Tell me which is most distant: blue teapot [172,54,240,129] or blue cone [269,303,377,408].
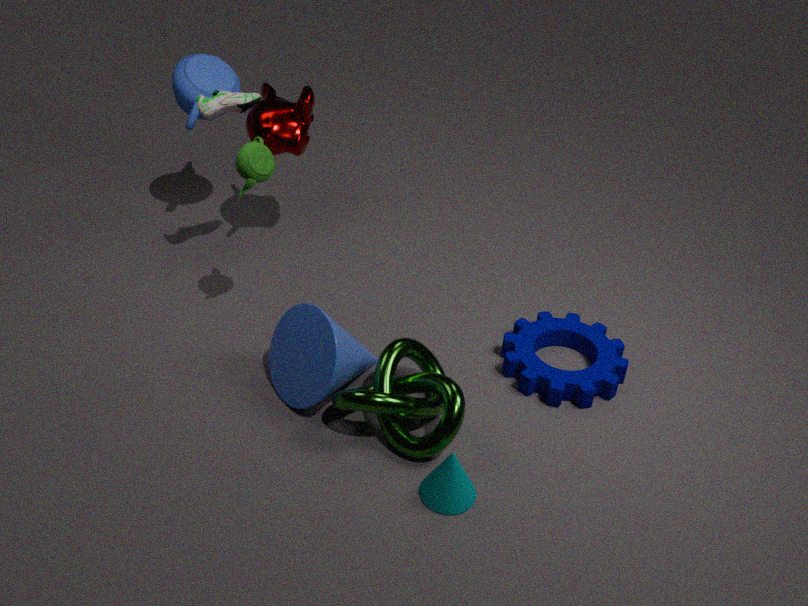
blue teapot [172,54,240,129]
